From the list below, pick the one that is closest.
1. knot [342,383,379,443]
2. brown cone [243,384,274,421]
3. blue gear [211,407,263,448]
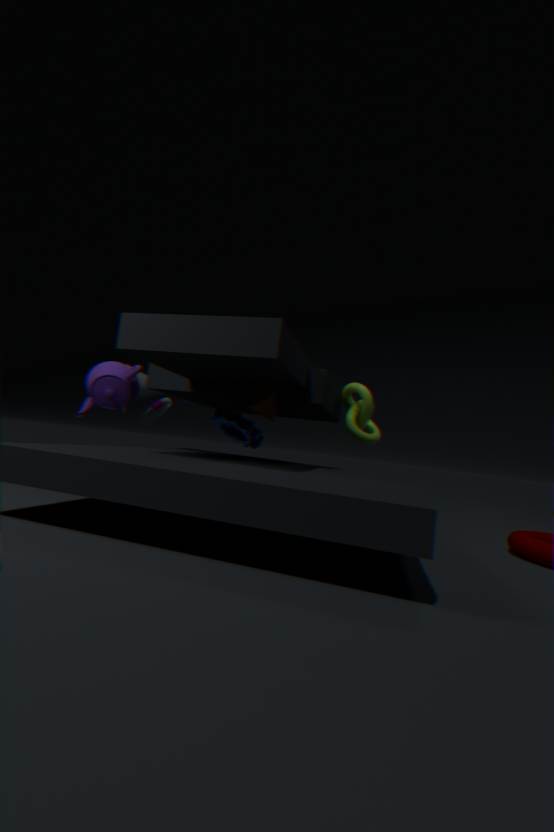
brown cone [243,384,274,421]
